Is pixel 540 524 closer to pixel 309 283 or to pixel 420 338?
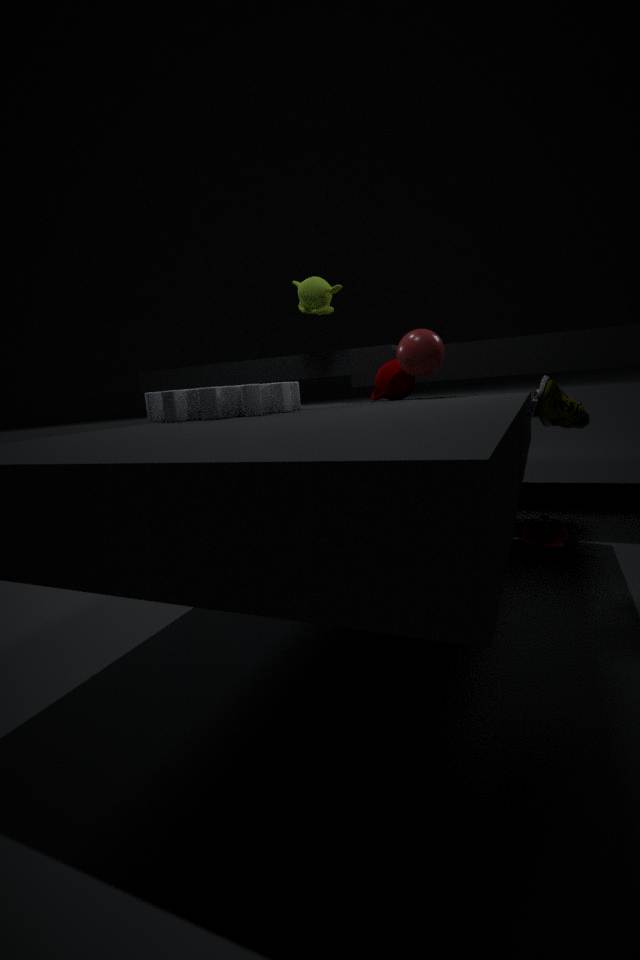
pixel 420 338
